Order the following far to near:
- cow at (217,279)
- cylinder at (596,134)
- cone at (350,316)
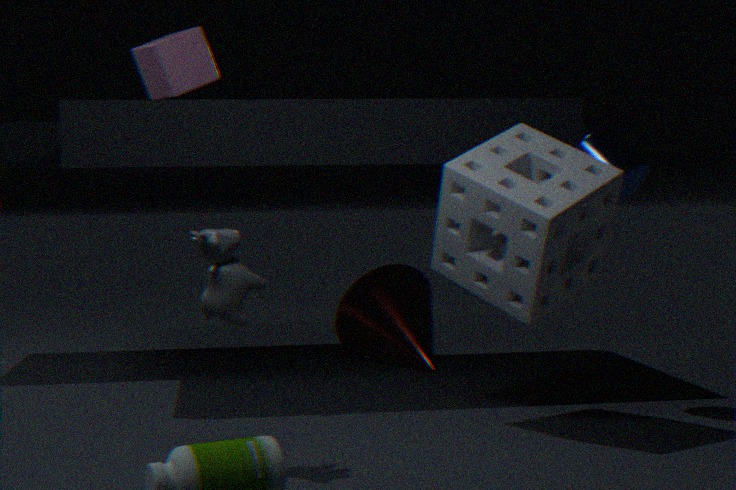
cone at (350,316) → cylinder at (596,134) → cow at (217,279)
